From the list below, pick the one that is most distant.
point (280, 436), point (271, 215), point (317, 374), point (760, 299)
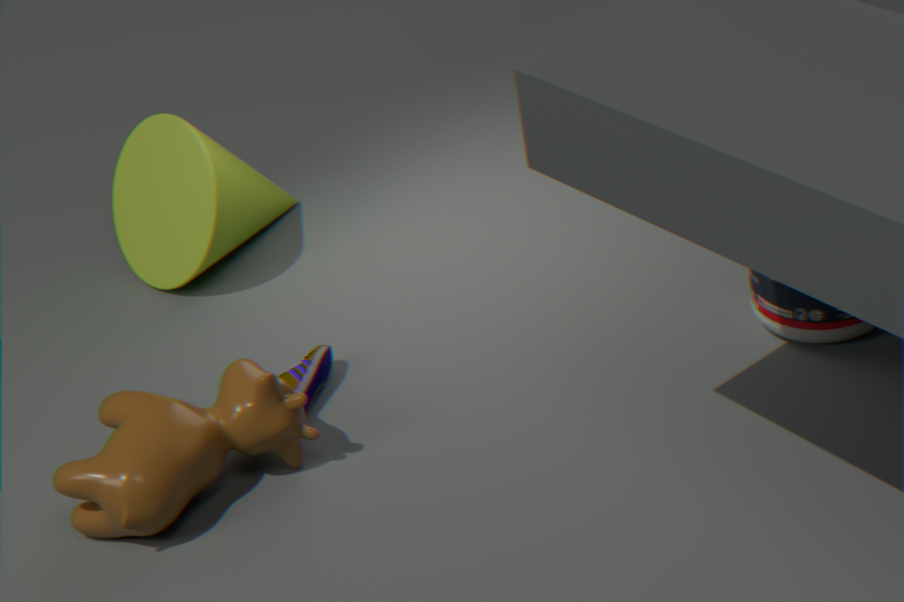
point (271, 215)
